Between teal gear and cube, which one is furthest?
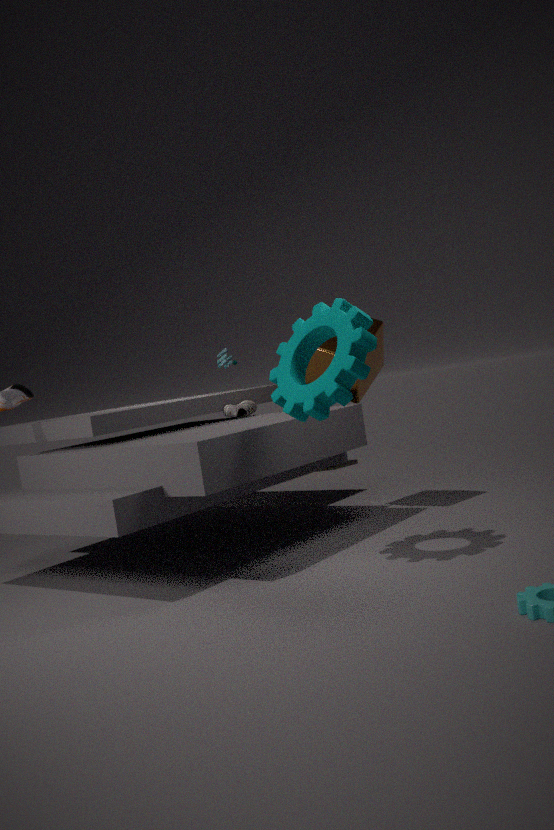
cube
